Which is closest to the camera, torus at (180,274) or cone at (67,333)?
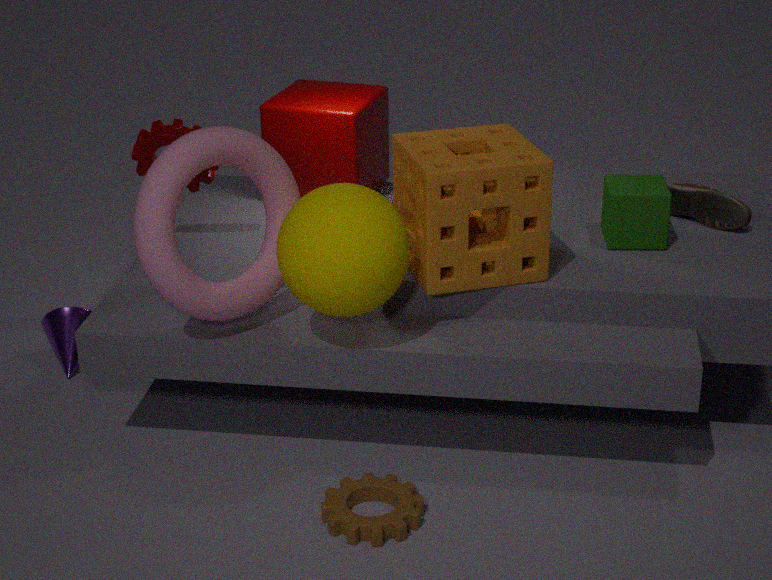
torus at (180,274)
